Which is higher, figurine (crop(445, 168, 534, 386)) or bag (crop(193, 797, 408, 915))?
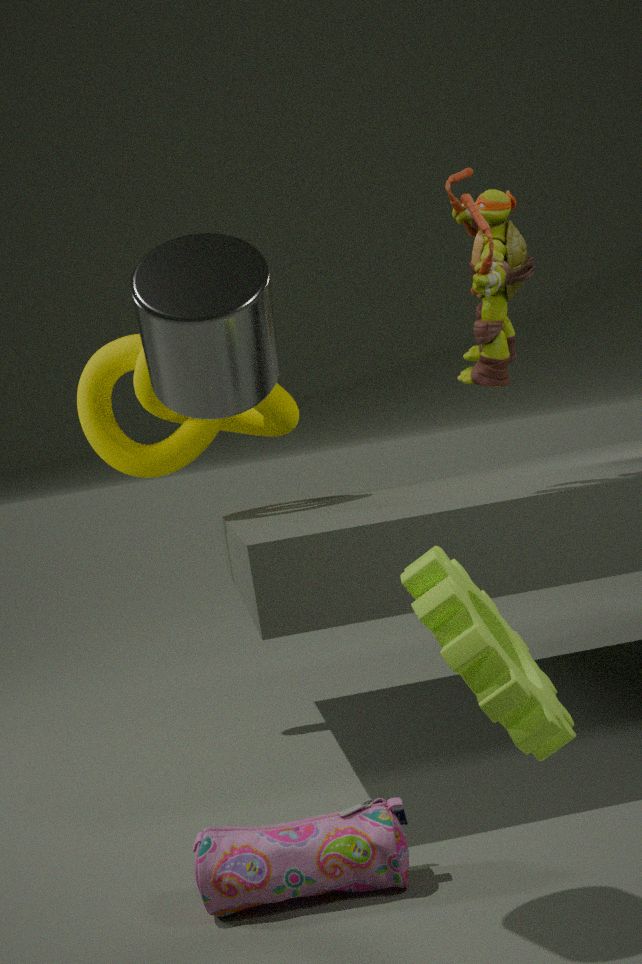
figurine (crop(445, 168, 534, 386))
